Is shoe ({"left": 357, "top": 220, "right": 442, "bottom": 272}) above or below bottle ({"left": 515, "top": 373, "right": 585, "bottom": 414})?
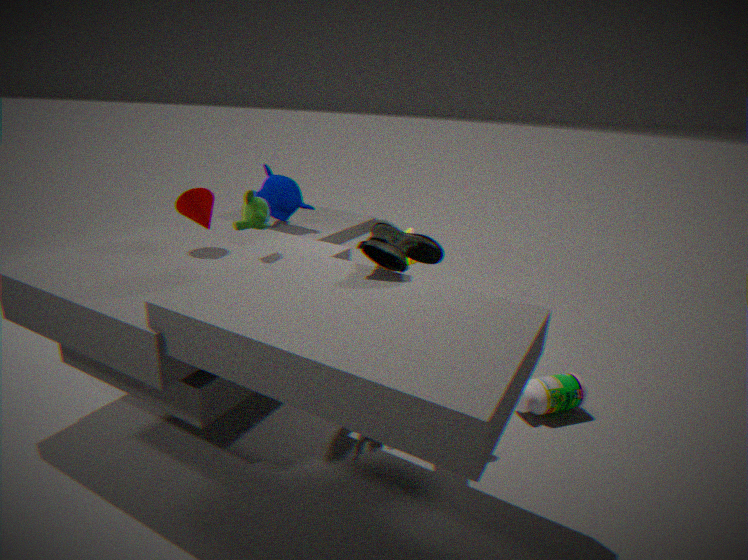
above
